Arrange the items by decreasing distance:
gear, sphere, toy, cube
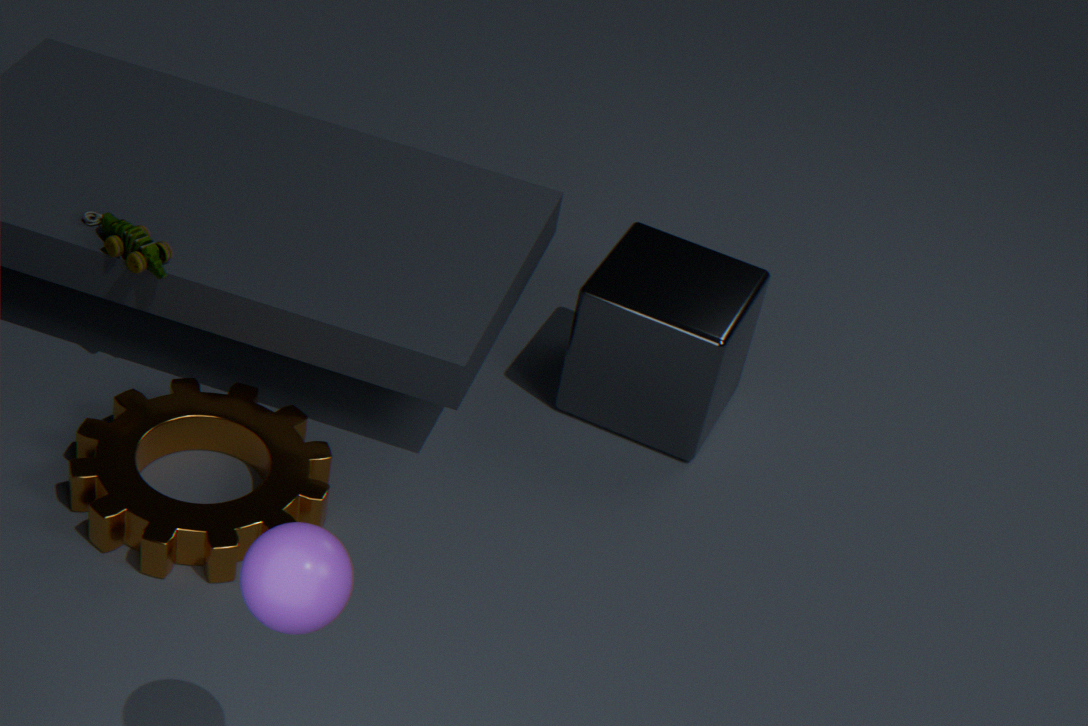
cube → toy → gear → sphere
